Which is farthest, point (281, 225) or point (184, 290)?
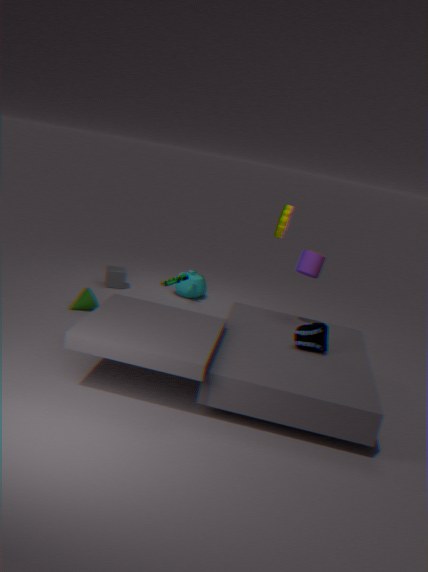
point (184, 290)
